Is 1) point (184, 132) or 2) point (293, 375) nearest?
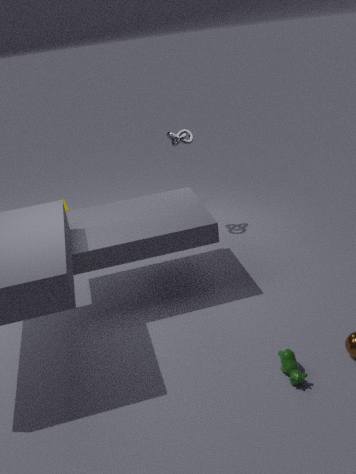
2. point (293, 375)
